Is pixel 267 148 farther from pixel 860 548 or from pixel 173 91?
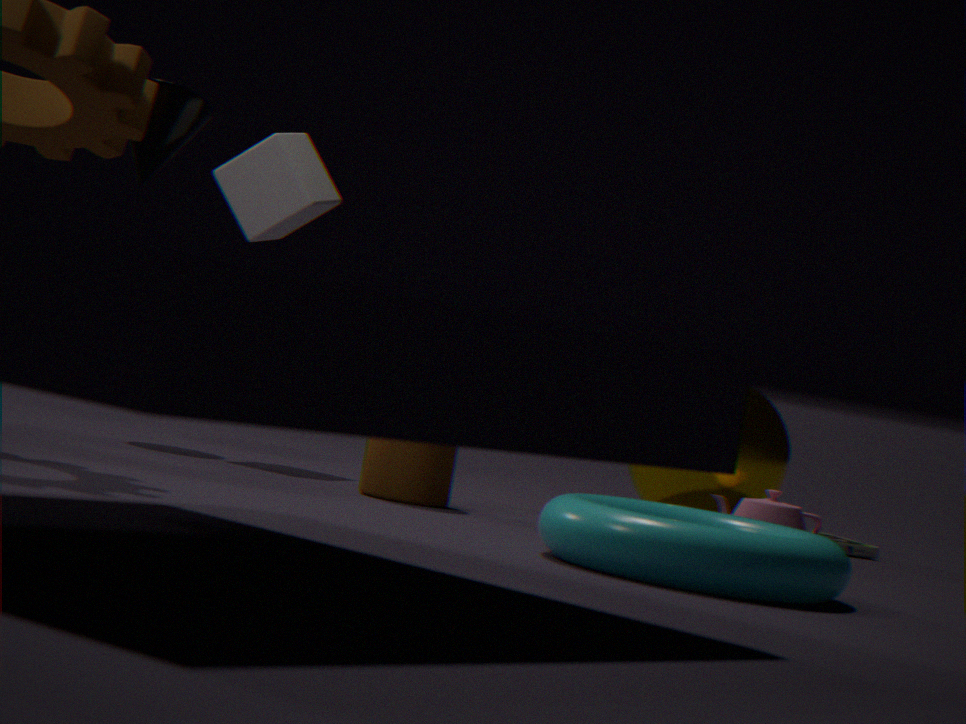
pixel 860 548
